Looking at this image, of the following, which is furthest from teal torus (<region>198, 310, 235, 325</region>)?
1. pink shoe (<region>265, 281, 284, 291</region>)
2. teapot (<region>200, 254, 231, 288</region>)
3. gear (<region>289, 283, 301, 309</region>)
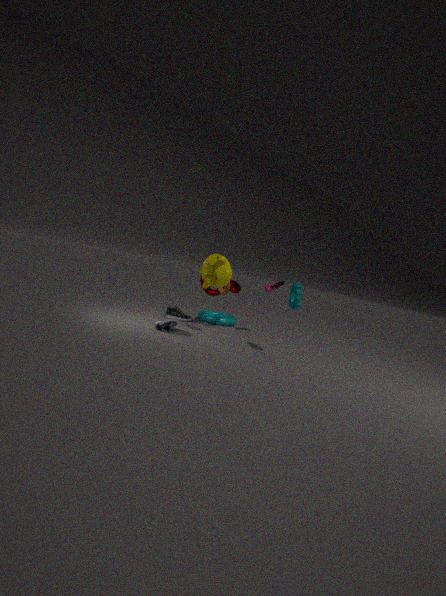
gear (<region>289, 283, 301, 309</region>)
